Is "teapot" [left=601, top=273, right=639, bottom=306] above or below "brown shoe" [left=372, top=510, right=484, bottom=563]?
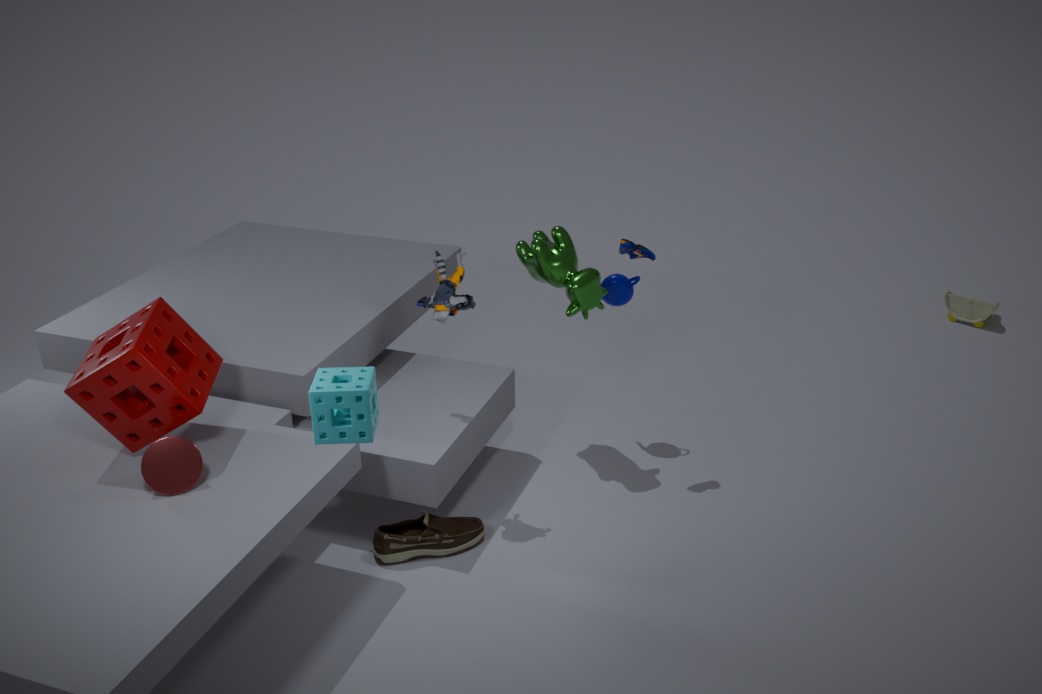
above
